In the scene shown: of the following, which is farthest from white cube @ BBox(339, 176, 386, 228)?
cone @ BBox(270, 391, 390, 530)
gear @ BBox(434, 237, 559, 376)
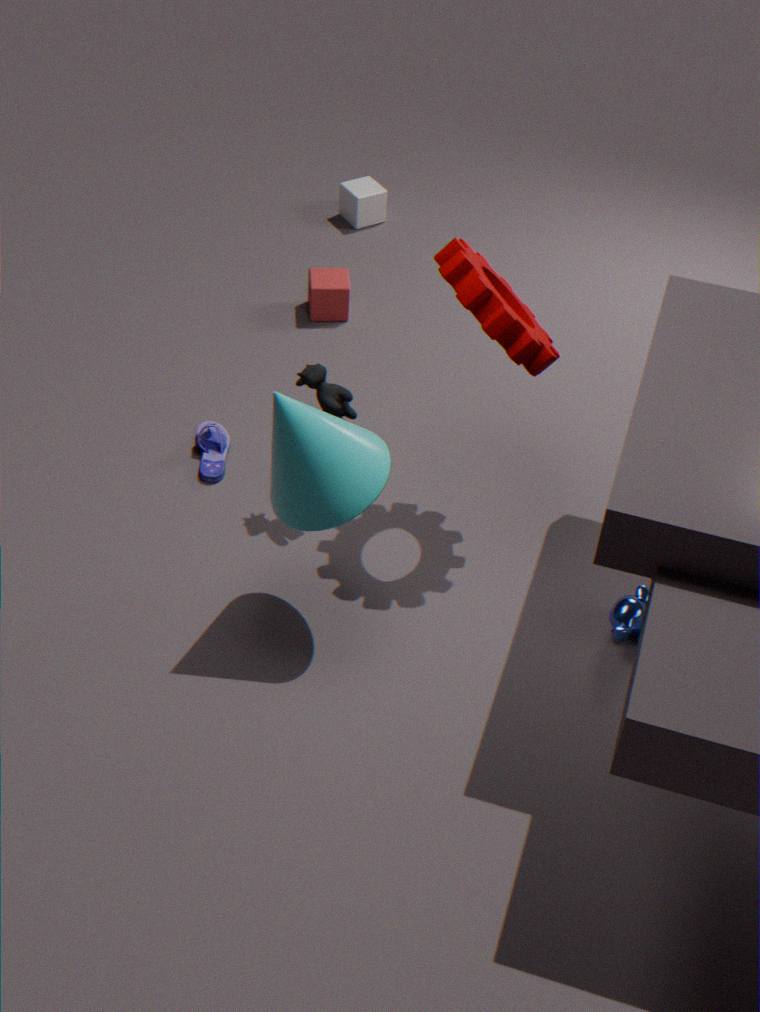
cone @ BBox(270, 391, 390, 530)
